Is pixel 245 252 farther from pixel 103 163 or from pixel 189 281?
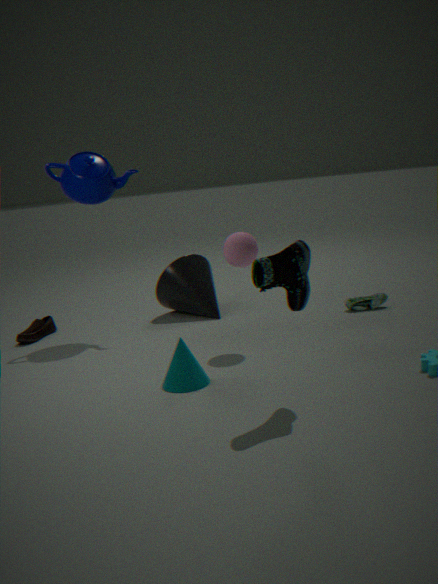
pixel 103 163
